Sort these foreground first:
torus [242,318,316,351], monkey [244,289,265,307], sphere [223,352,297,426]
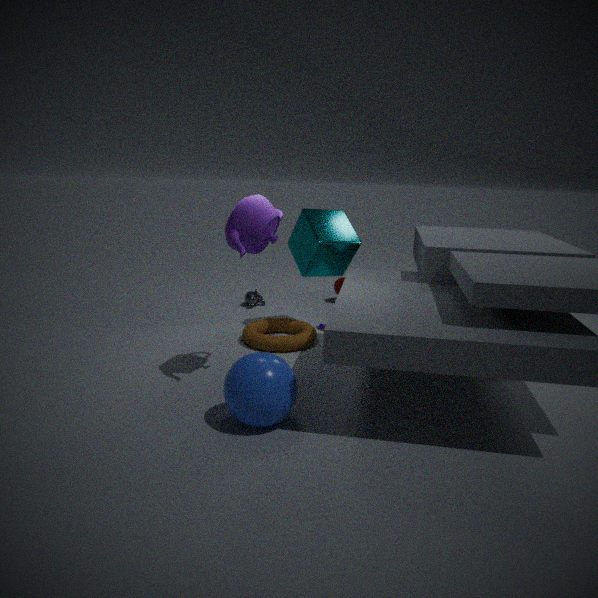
sphere [223,352,297,426] < torus [242,318,316,351] < monkey [244,289,265,307]
